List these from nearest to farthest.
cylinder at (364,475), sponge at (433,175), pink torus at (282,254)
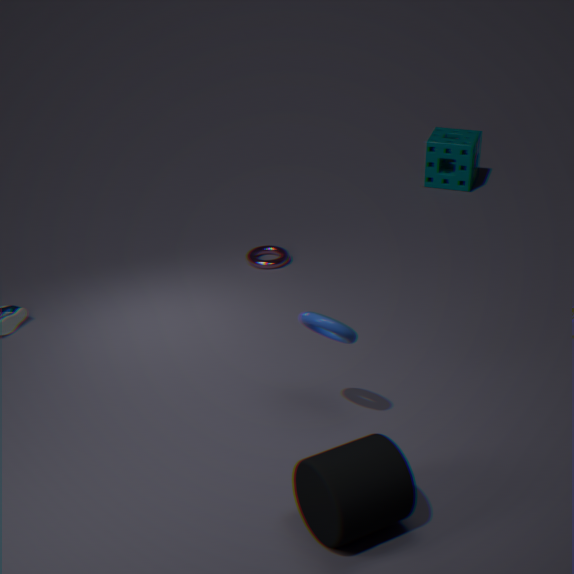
cylinder at (364,475), pink torus at (282,254), sponge at (433,175)
